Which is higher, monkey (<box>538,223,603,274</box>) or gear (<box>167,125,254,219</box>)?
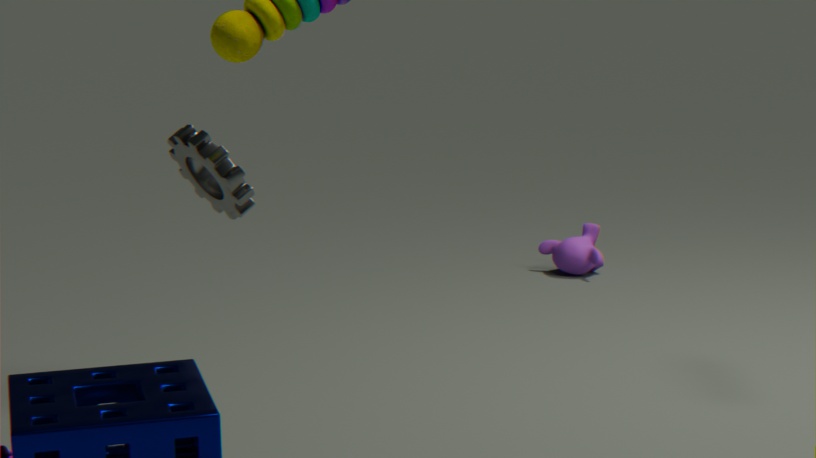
gear (<box>167,125,254,219</box>)
